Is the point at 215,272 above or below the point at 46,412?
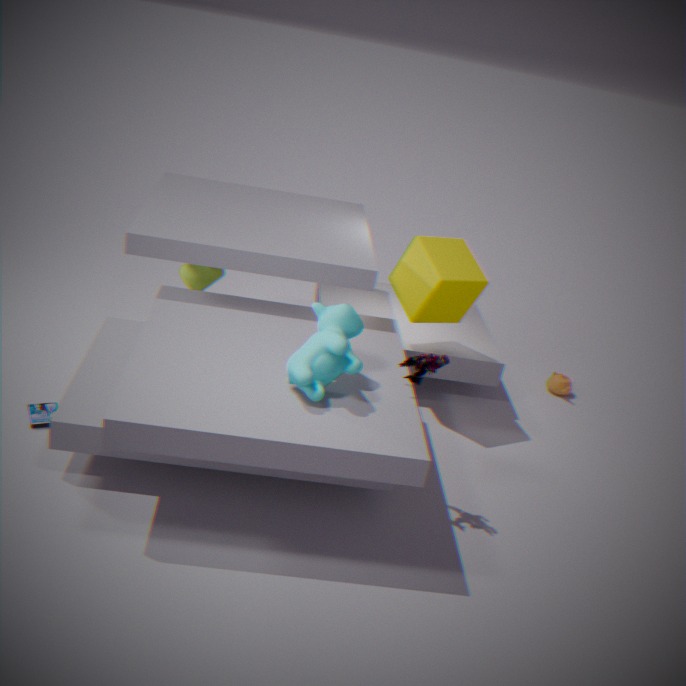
above
